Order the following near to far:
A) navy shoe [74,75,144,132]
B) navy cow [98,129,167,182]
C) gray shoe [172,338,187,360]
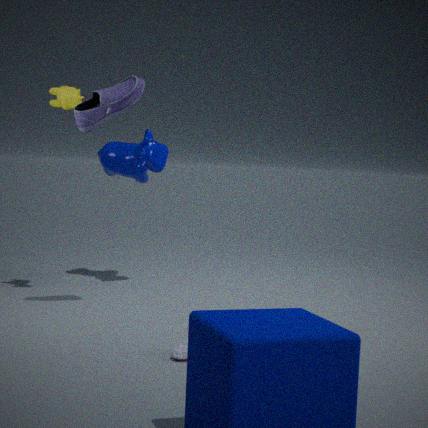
gray shoe [172,338,187,360] < navy shoe [74,75,144,132] < navy cow [98,129,167,182]
